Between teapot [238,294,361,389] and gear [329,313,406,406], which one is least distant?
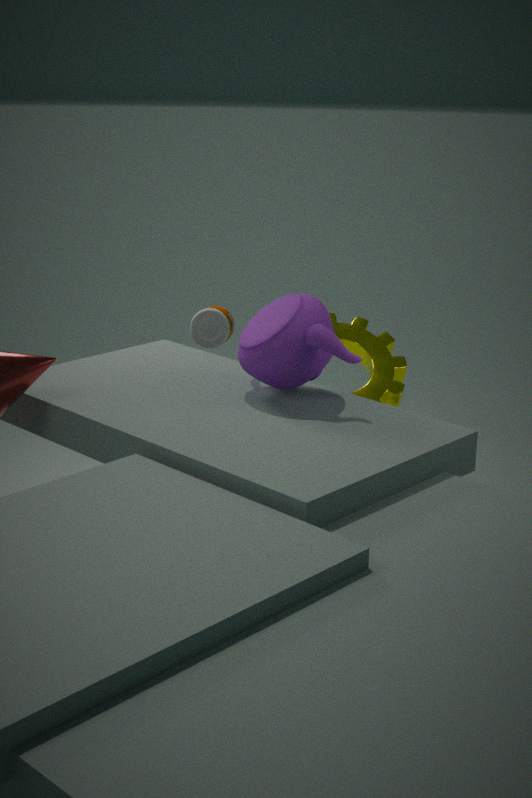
teapot [238,294,361,389]
